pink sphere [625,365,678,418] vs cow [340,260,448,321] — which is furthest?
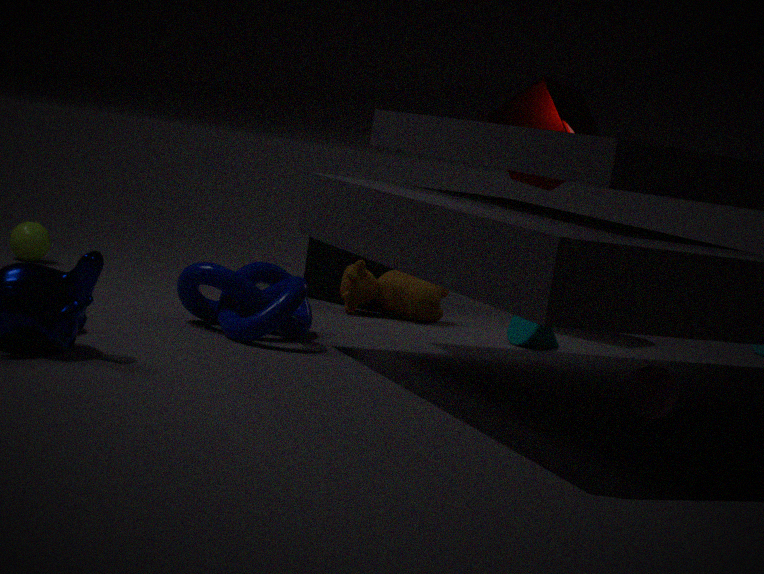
cow [340,260,448,321]
